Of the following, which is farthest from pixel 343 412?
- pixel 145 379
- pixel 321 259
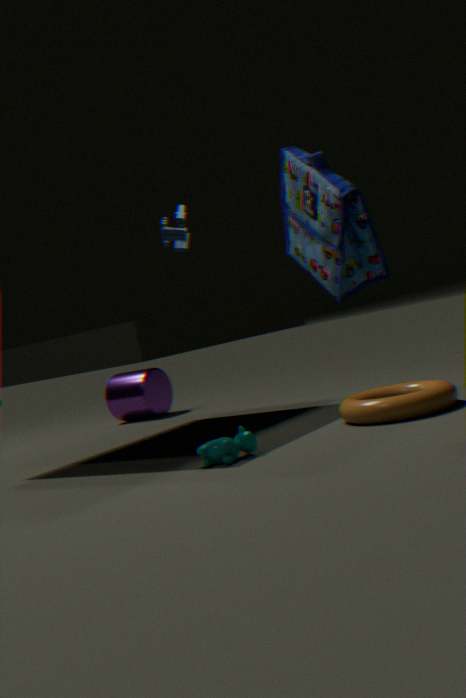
pixel 145 379
